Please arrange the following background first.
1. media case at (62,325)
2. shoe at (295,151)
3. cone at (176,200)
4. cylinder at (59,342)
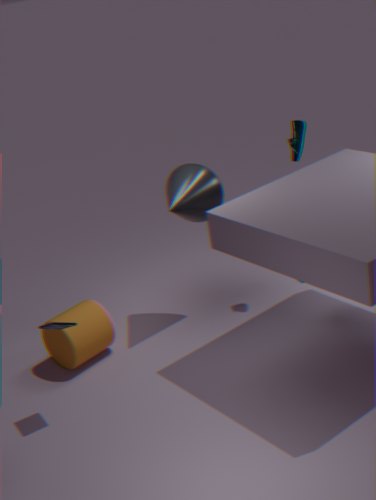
shoe at (295,151) < cone at (176,200) < cylinder at (59,342) < media case at (62,325)
